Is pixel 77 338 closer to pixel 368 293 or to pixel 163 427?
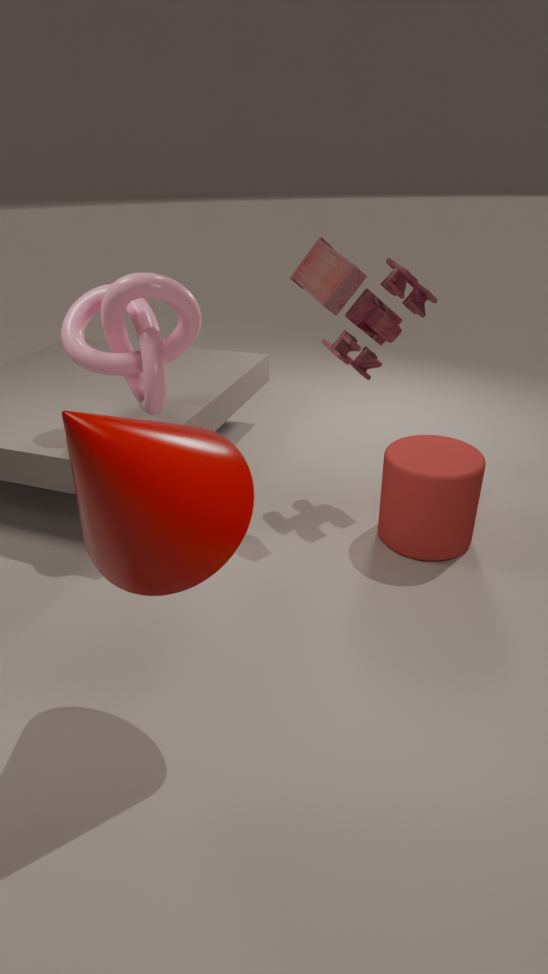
pixel 368 293
